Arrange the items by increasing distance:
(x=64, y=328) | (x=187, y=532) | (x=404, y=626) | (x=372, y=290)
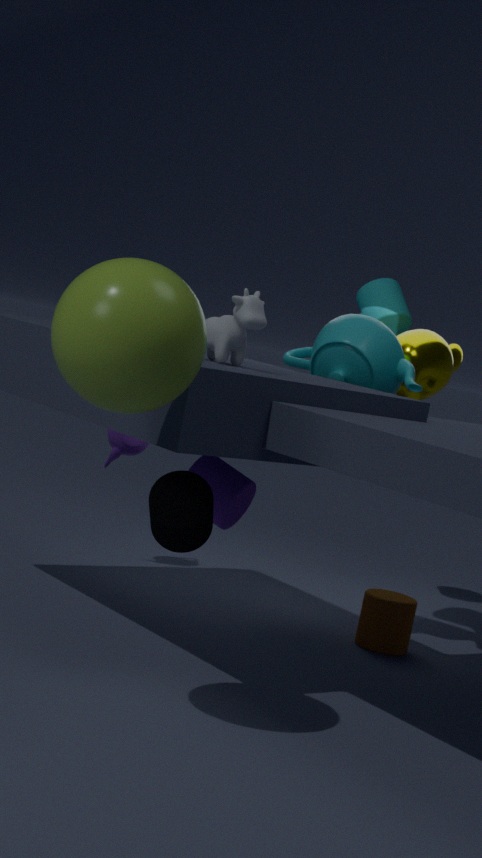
(x=64, y=328), (x=187, y=532), (x=404, y=626), (x=372, y=290)
